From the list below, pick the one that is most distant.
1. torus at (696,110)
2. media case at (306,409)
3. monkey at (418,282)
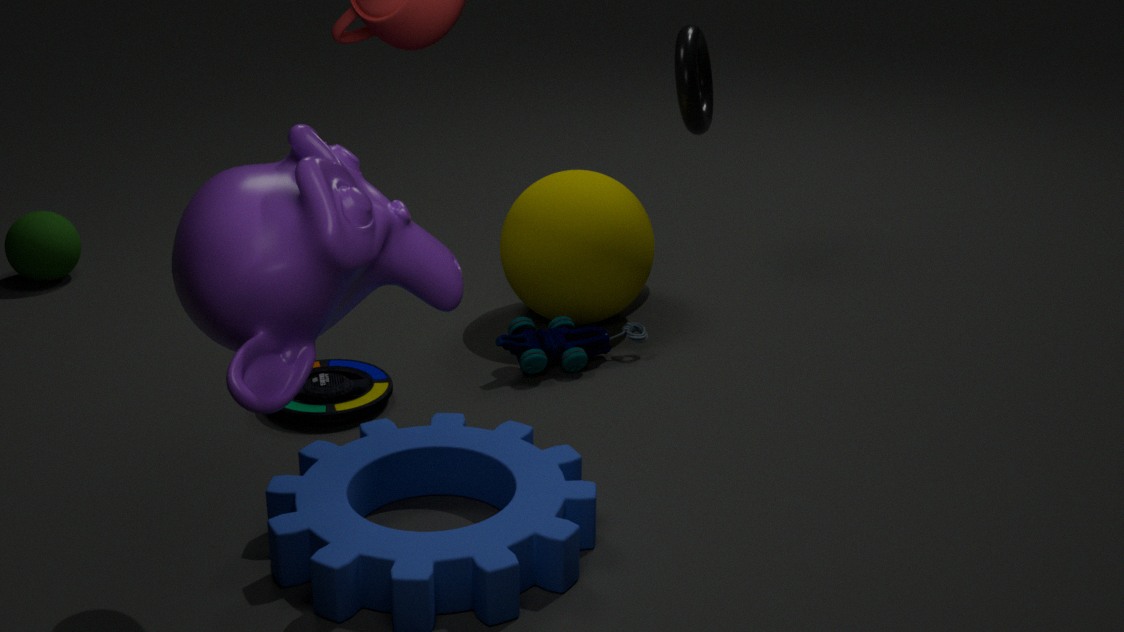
torus at (696,110)
